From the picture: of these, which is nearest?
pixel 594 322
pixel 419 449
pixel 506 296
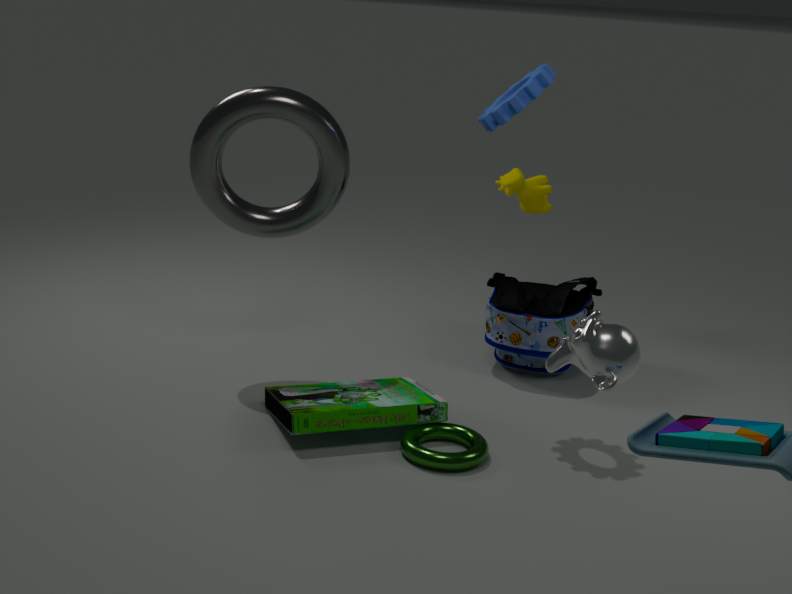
pixel 594 322
